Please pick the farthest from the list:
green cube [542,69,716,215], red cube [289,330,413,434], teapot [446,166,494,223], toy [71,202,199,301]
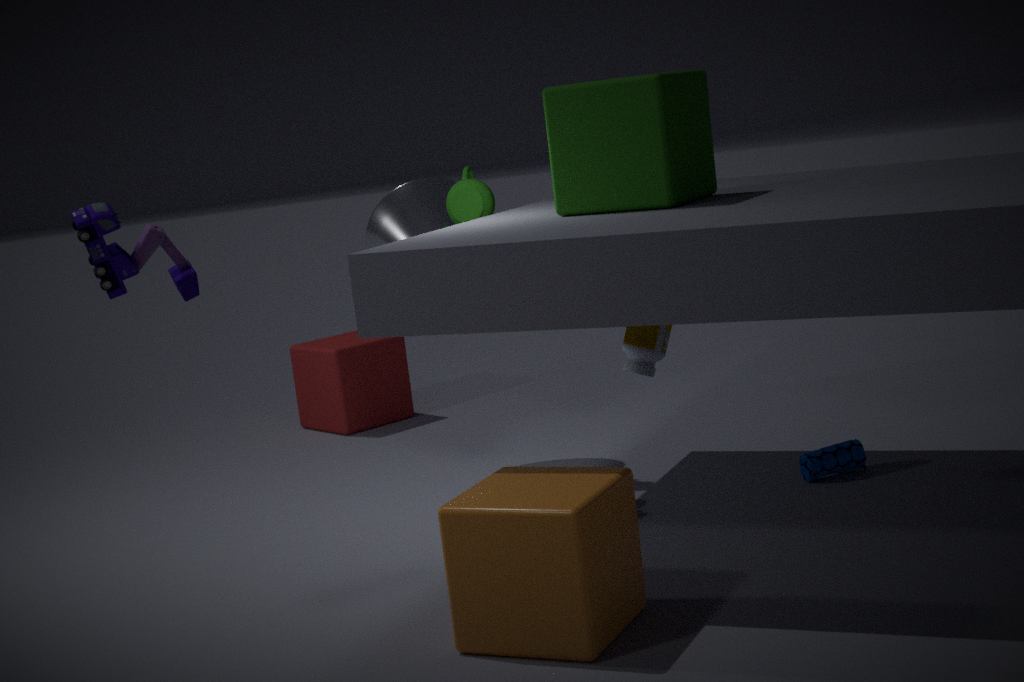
red cube [289,330,413,434]
